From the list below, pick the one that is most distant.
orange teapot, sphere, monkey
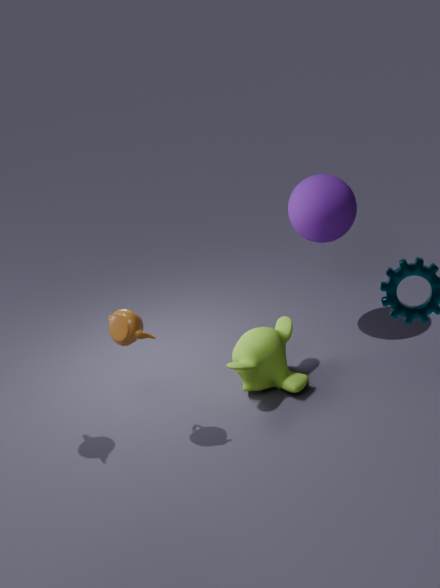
sphere
